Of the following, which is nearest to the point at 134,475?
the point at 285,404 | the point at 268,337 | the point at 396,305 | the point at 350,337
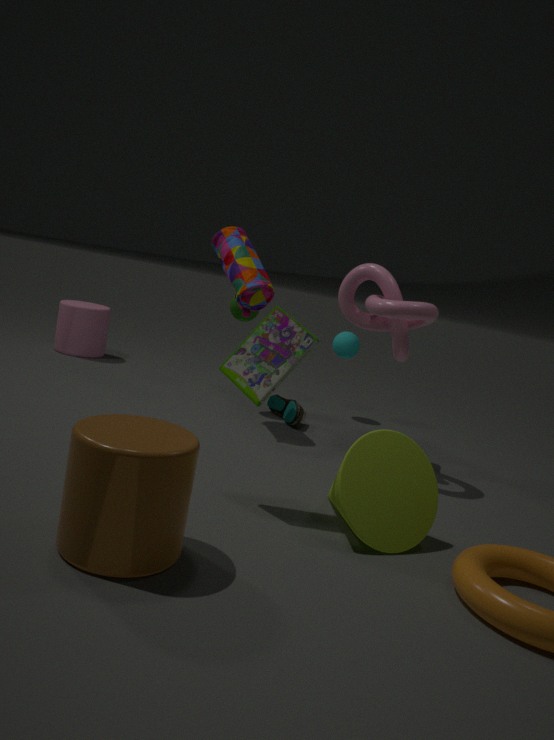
the point at 268,337
